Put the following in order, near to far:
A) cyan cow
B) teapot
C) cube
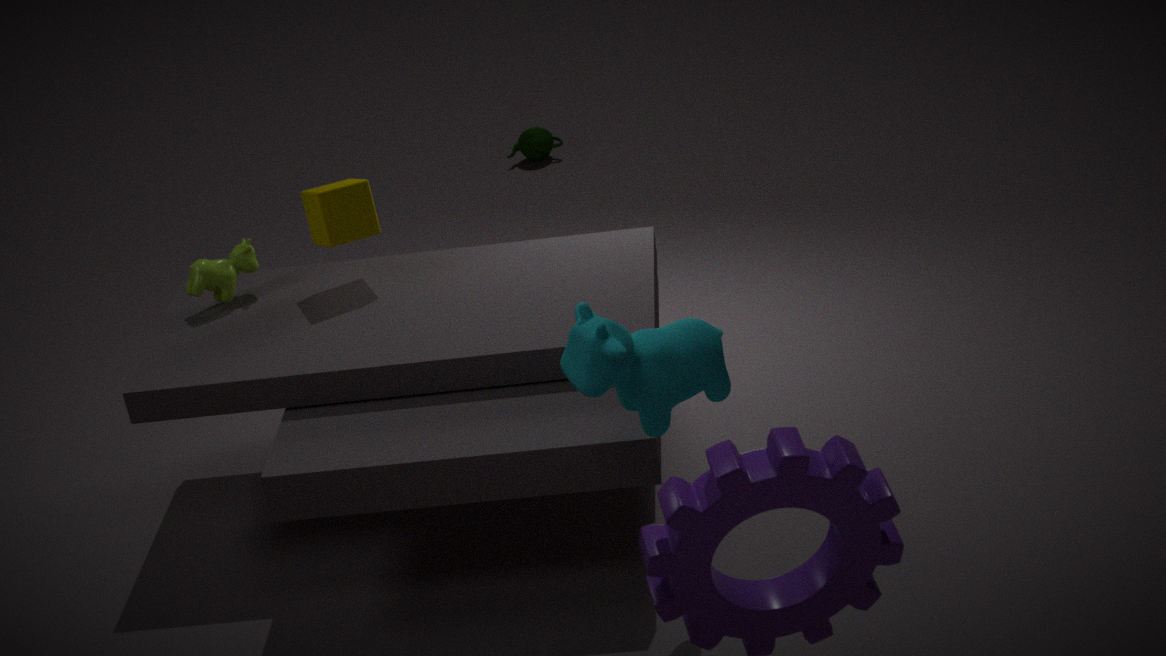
cyan cow
cube
teapot
